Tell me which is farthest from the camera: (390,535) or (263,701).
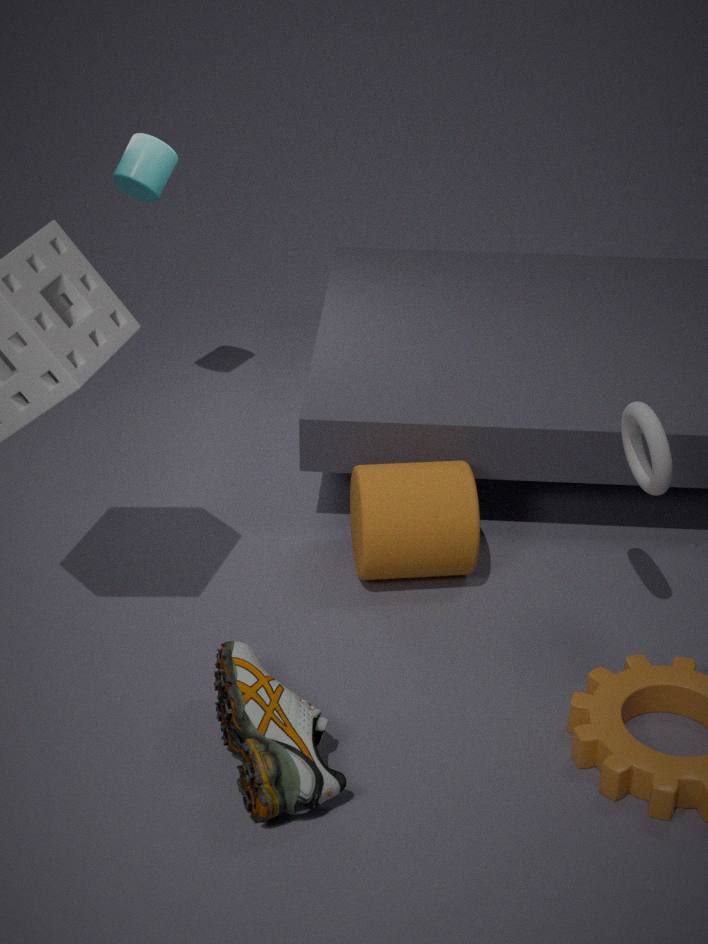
(390,535)
